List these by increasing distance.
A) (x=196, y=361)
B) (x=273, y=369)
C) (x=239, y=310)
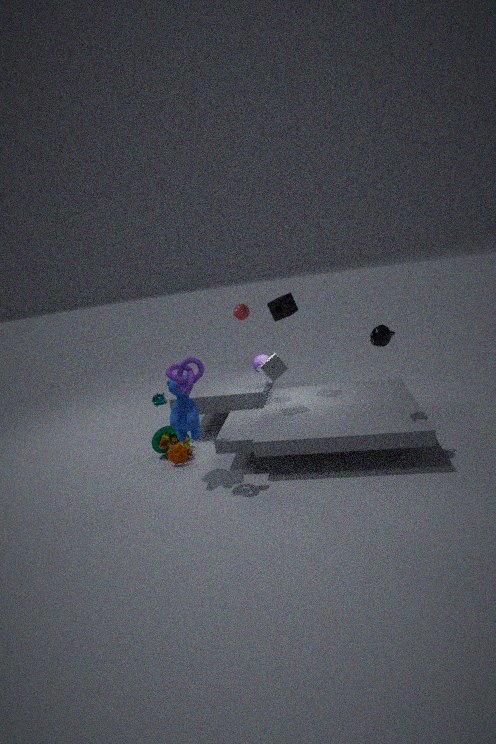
(x=196, y=361)
(x=273, y=369)
(x=239, y=310)
